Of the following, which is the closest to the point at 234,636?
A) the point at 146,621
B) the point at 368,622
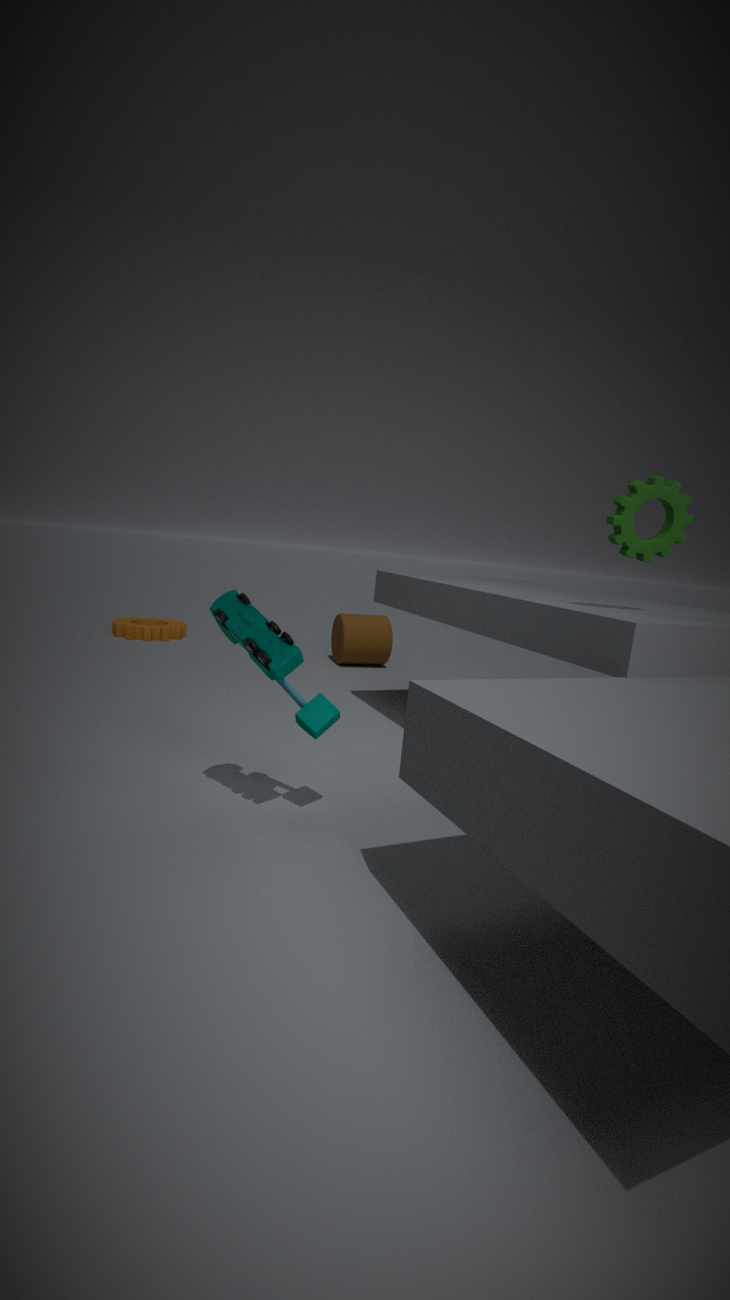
the point at 368,622
